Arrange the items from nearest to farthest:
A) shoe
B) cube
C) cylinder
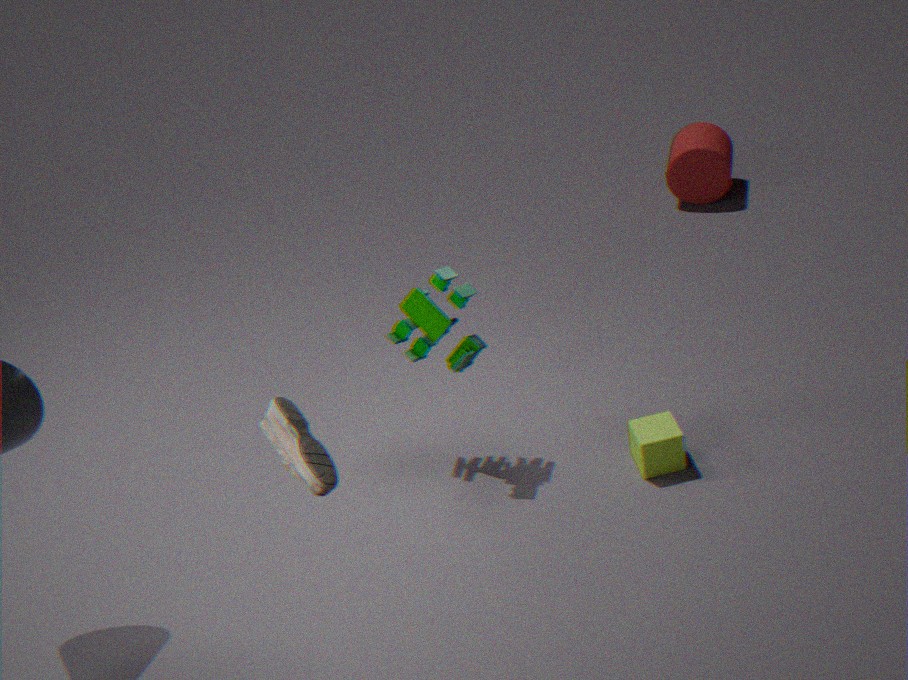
shoe < cube < cylinder
